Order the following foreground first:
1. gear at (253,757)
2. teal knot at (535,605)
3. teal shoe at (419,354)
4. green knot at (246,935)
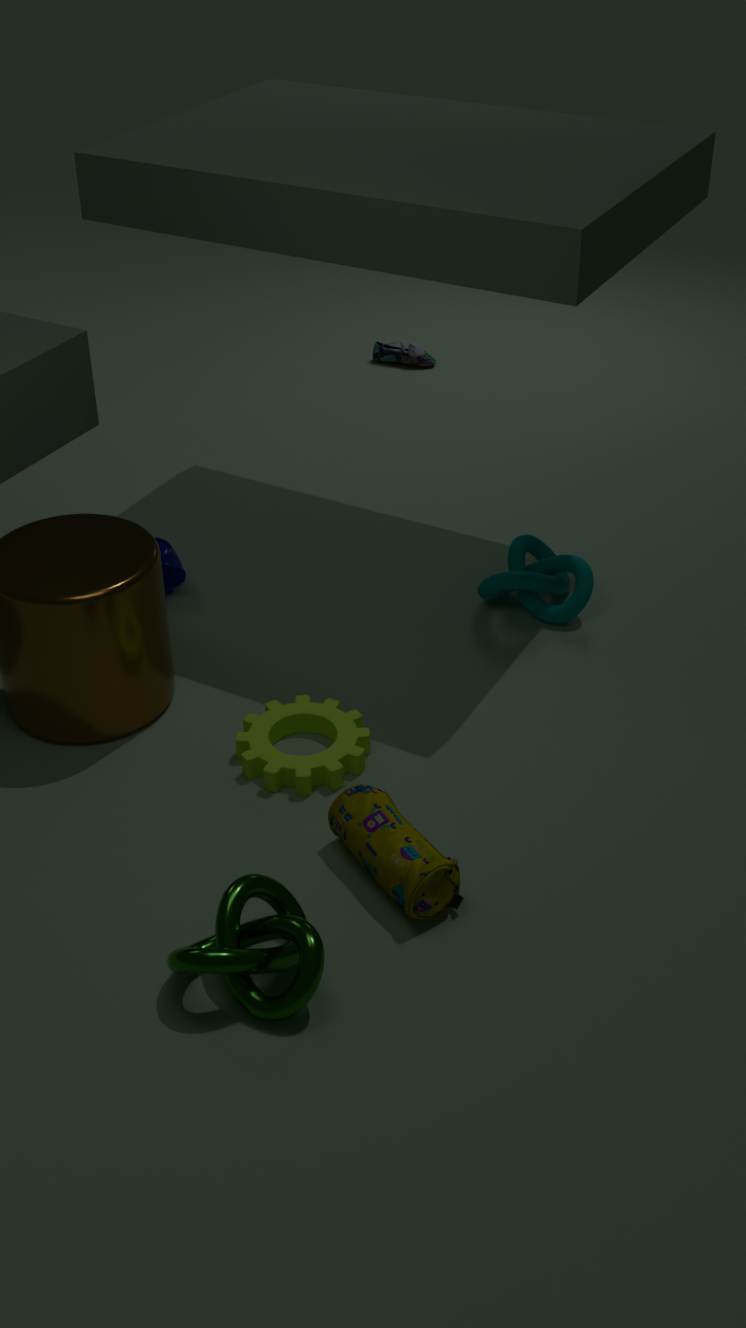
green knot at (246,935) < gear at (253,757) < teal knot at (535,605) < teal shoe at (419,354)
